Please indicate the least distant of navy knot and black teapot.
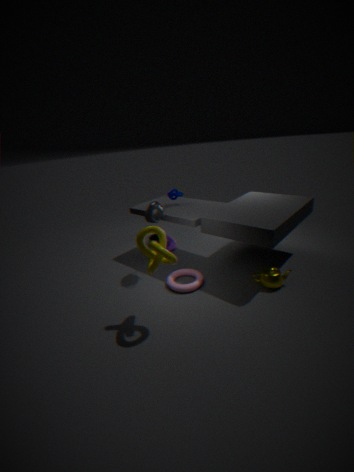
black teapot
